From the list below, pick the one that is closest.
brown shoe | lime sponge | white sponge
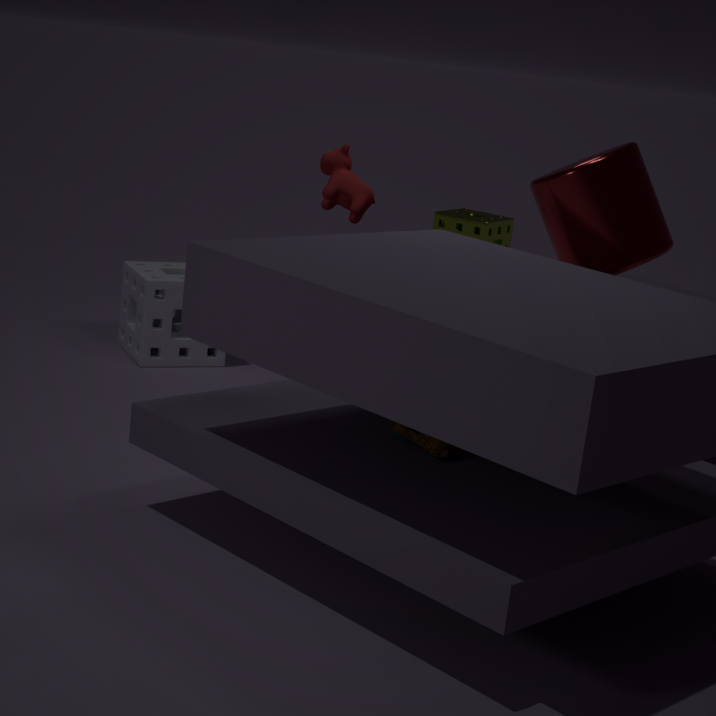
brown shoe
